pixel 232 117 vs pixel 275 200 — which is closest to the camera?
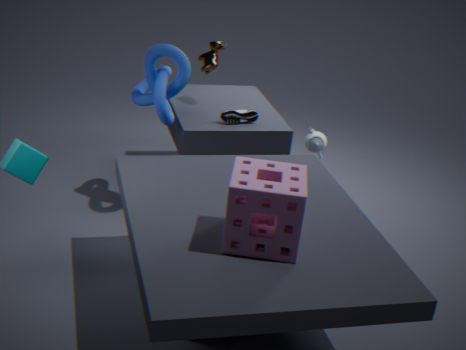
pixel 275 200
